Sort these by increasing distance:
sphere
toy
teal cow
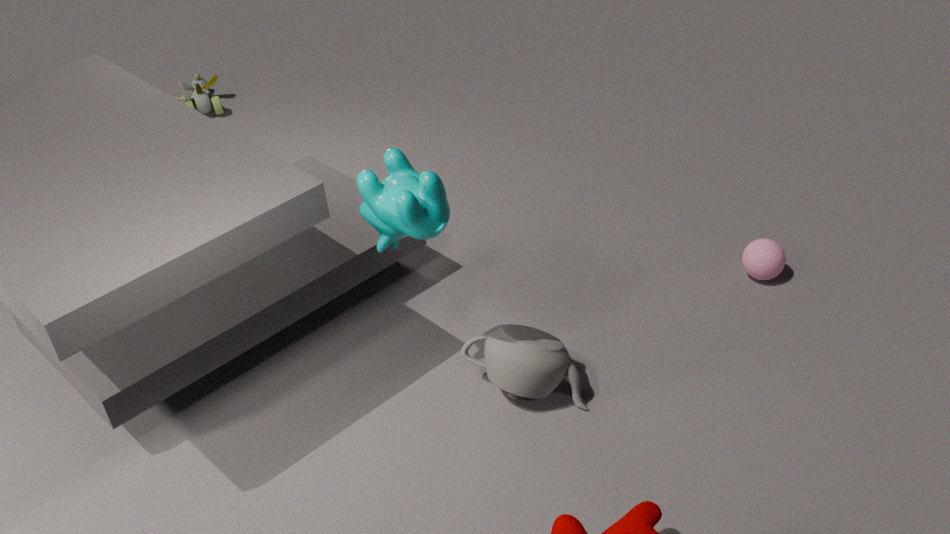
teal cow → sphere → toy
